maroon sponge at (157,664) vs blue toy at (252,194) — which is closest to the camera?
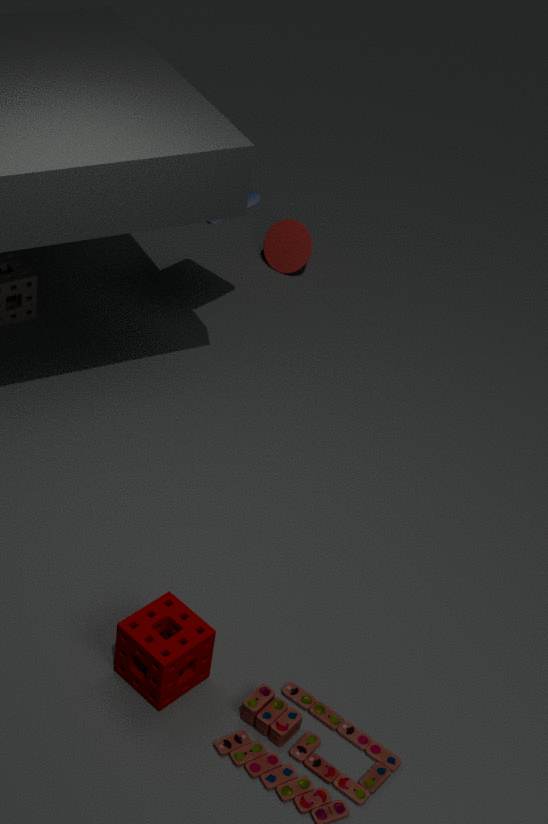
maroon sponge at (157,664)
